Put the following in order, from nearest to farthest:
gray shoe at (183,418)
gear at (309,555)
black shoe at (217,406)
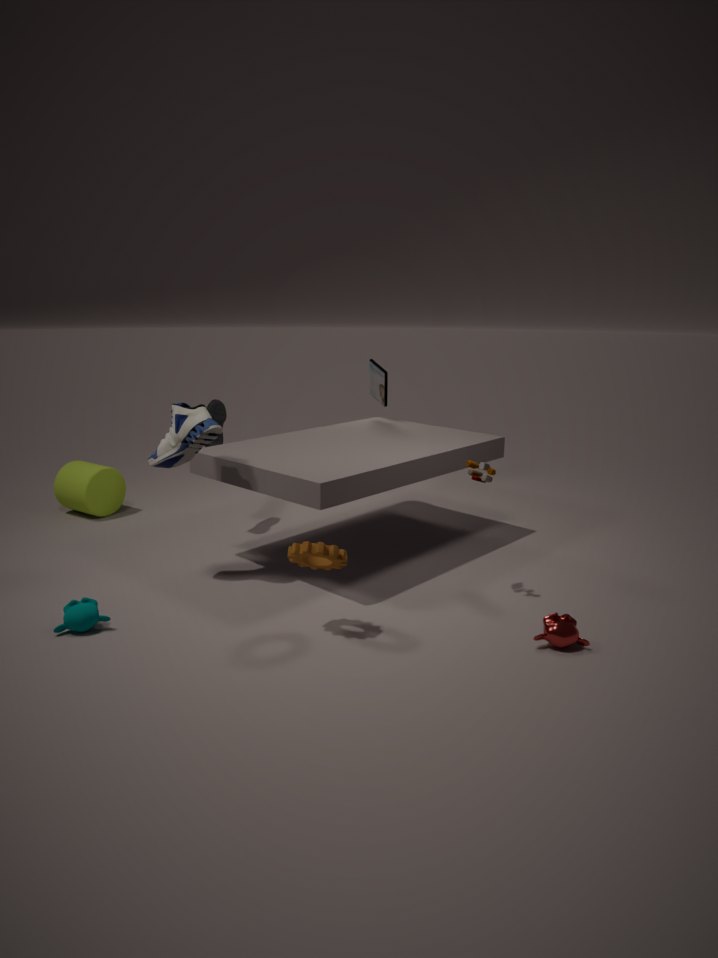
gear at (309,555)
gray shoe at (183,418)
black shoe at (217,406)
